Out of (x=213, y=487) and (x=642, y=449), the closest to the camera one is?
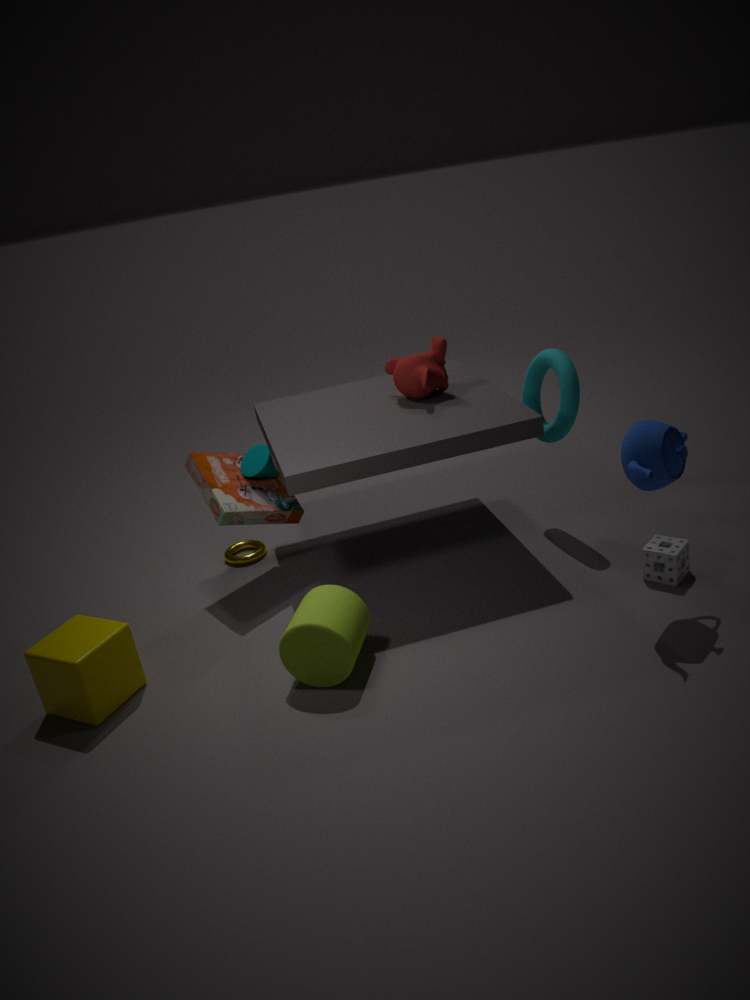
(x=642, y=449)
